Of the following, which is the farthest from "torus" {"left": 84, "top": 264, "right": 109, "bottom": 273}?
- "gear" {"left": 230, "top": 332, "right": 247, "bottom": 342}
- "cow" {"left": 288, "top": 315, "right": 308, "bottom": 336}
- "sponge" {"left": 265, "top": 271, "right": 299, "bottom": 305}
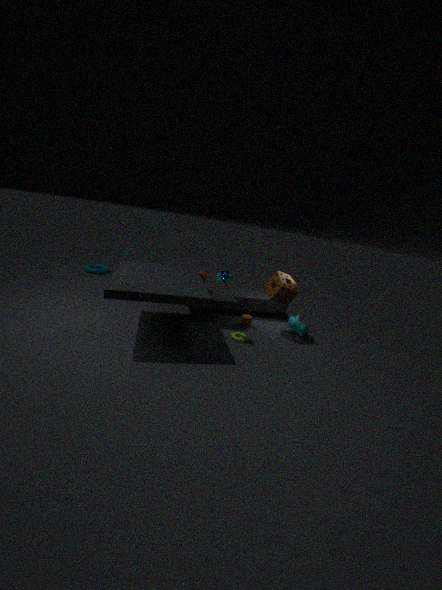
"cow" {"left": 288, "top": 315, "right": 308, "bottom": 336}
